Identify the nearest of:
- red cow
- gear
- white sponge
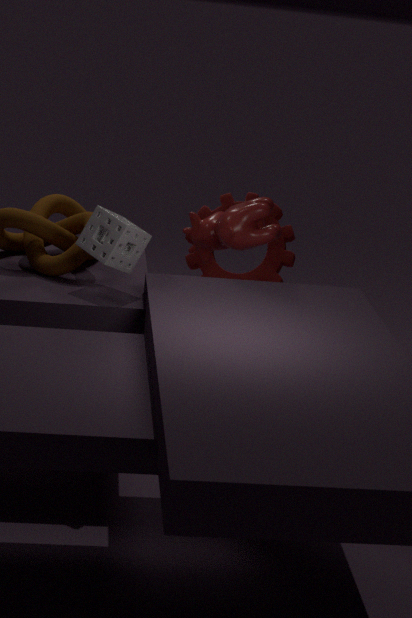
white sponge
